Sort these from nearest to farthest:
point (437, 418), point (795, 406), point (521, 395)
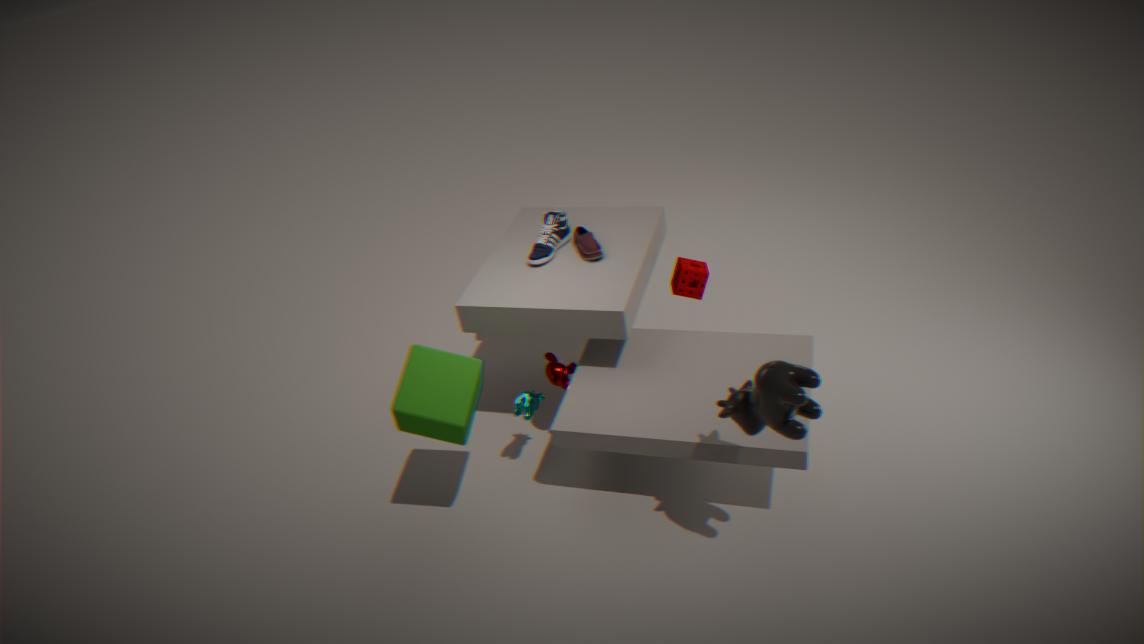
point (795, 406), point (437, 418), point (521, 395)
